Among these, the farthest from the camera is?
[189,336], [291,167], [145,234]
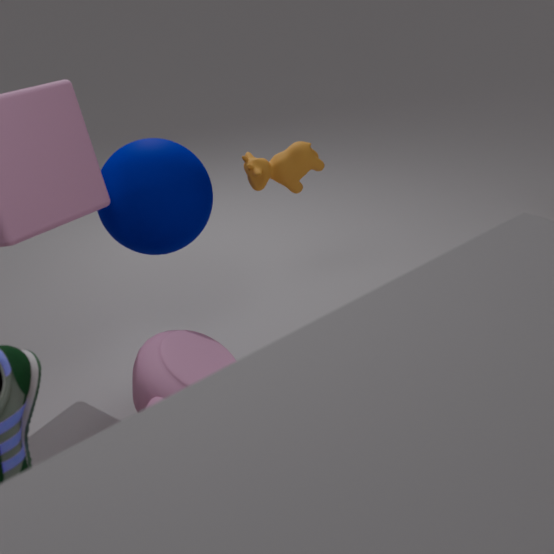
[291,167]
